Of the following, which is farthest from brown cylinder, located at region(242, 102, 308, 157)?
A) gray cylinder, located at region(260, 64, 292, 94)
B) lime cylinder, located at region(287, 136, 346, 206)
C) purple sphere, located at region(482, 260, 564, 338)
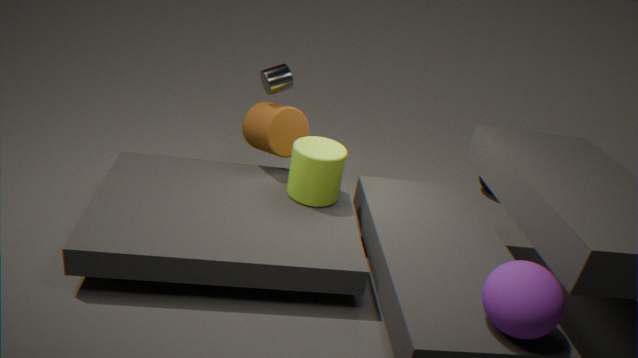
purple sphere, located at region(482, 260, 564, 338)
